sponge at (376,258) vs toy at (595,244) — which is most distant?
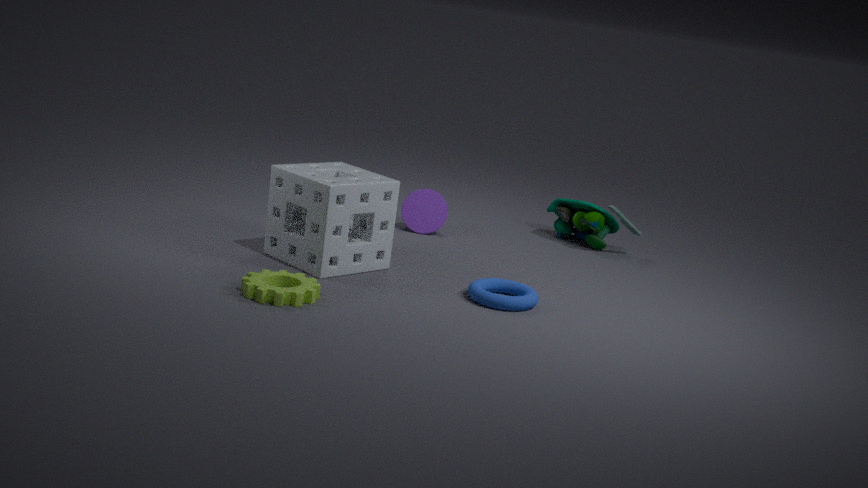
toy at (595,244)
